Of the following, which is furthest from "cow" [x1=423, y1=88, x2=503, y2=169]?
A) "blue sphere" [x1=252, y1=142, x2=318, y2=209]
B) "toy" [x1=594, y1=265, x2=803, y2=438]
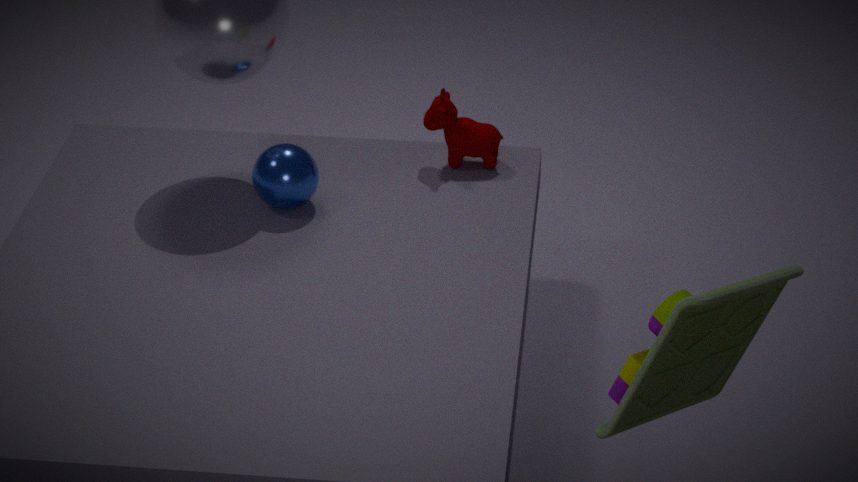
"toy" [x1=594, y1=265, x2=803, y2=438]
